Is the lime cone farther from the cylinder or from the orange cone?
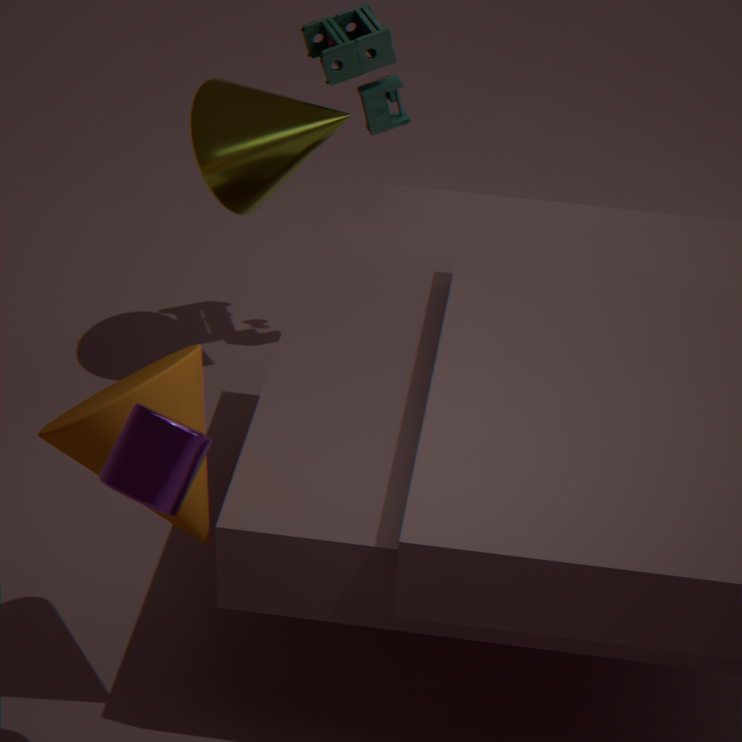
the cylinder
